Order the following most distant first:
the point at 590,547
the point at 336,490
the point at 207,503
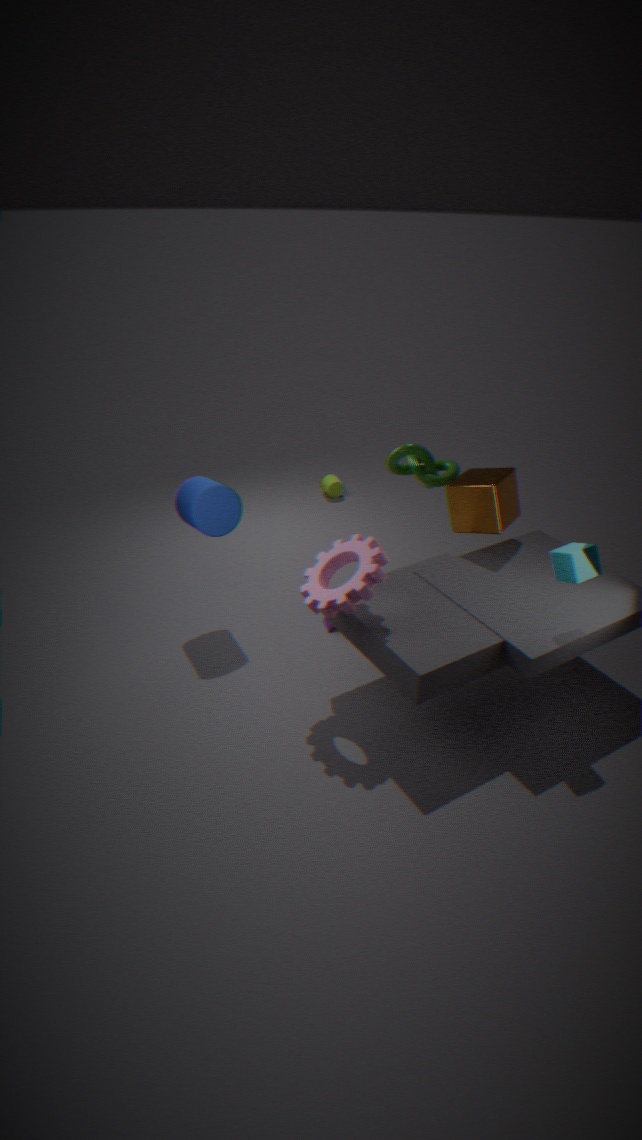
the point at 336,490 < the point at 207,503 < the point at 590,547
